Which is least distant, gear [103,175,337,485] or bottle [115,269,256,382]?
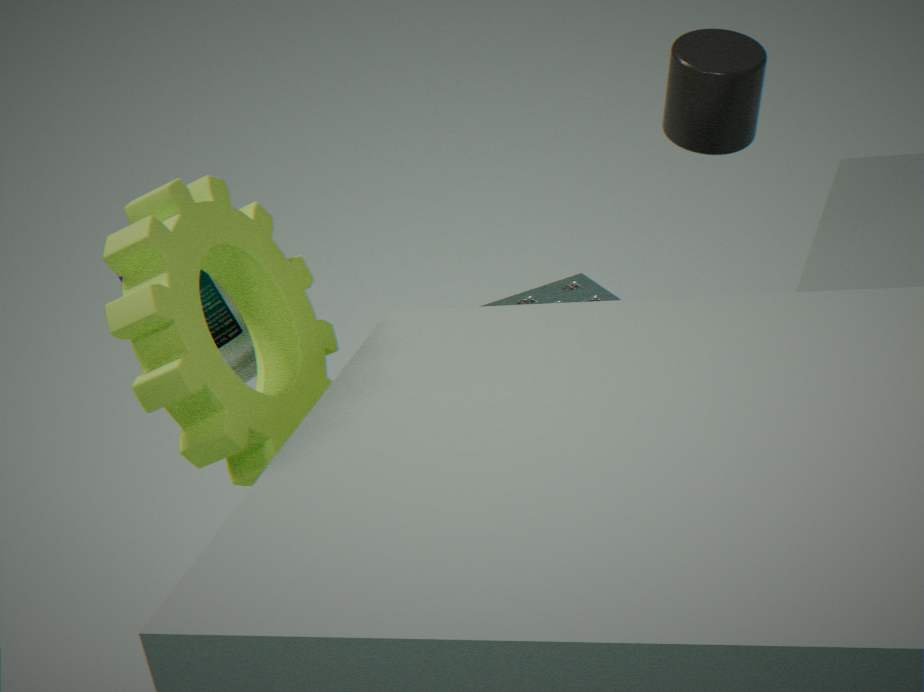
gear [103,175,337,485]
